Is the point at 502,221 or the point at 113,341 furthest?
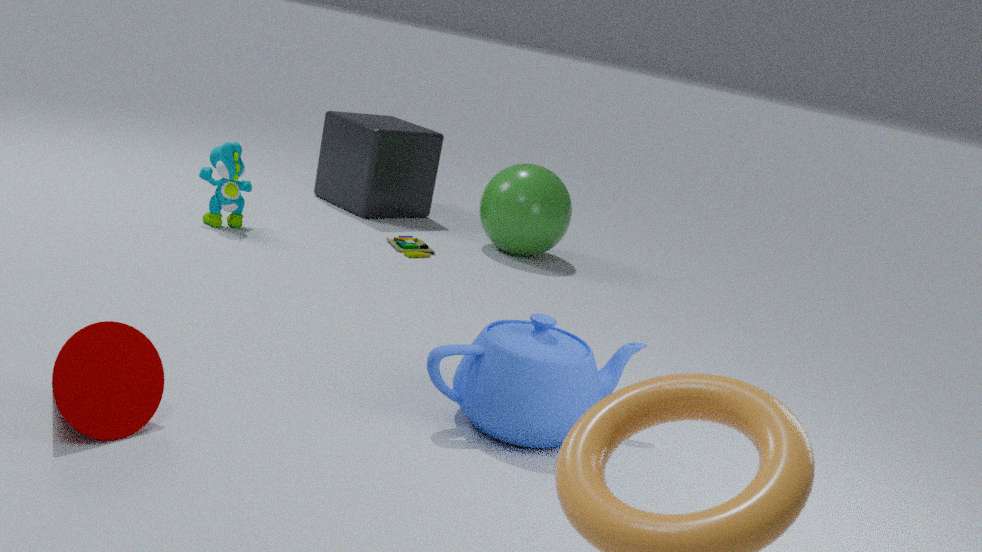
the point at 502,221
